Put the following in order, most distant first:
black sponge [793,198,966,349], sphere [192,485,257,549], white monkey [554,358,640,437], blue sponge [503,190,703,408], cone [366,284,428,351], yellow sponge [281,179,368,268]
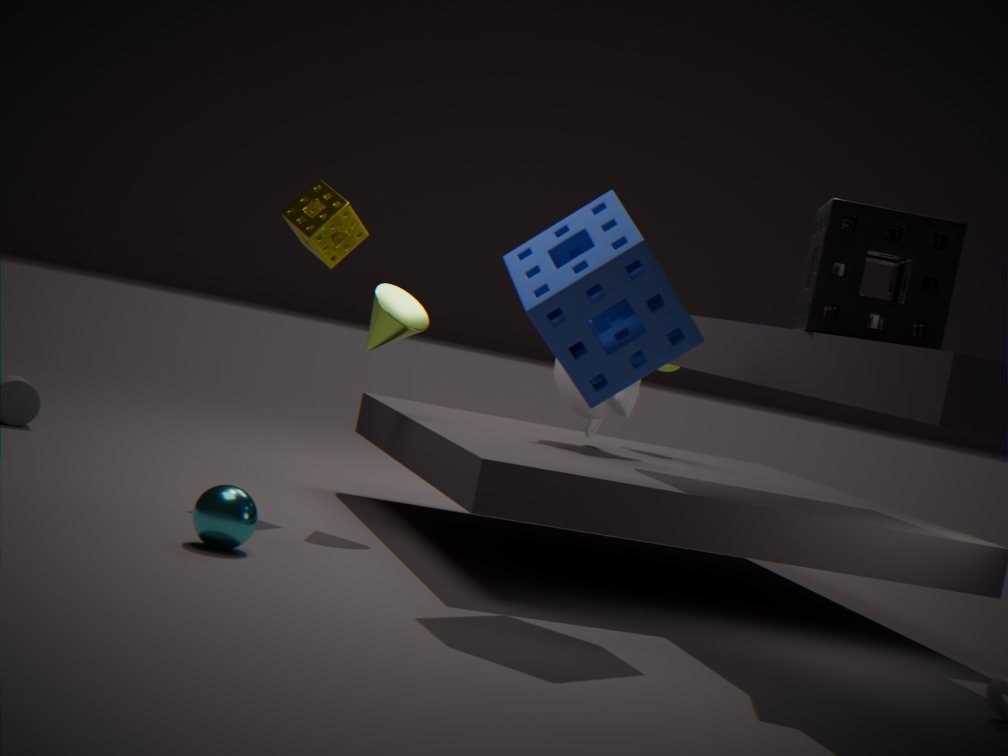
1. white monkey [554,358,640,437]
2. yellow sponge [281,179,368,268]
3. cone [366,284,428,351]
4. sphere [192,485,257,549]
5. black sponge [793,198,966,349]
6. blue sponge [503,190,703,408]
